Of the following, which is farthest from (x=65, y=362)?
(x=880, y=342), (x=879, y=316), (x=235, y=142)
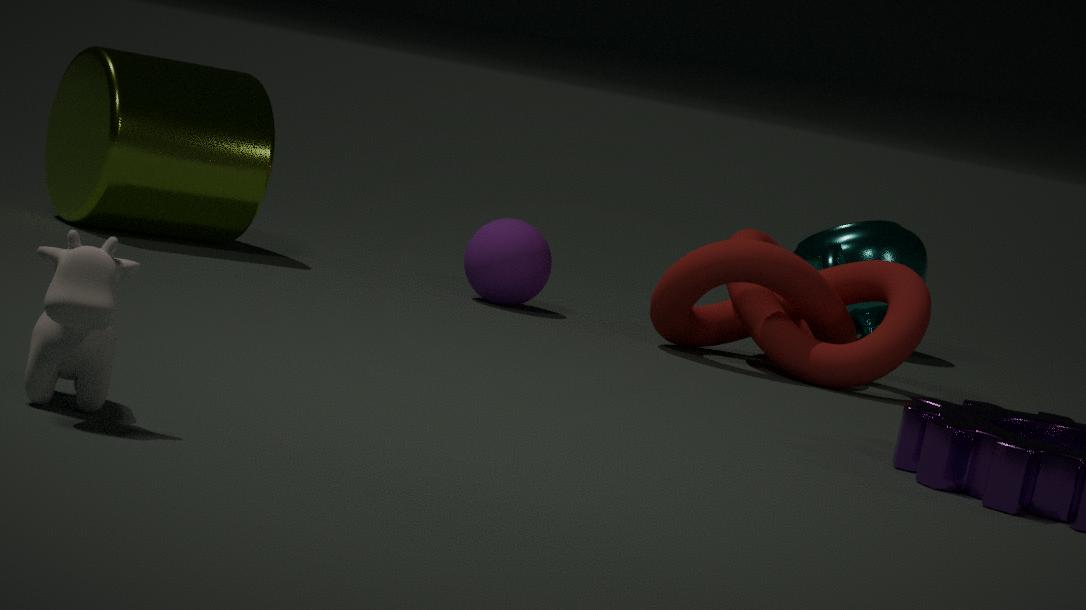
(x=879, y=316)
